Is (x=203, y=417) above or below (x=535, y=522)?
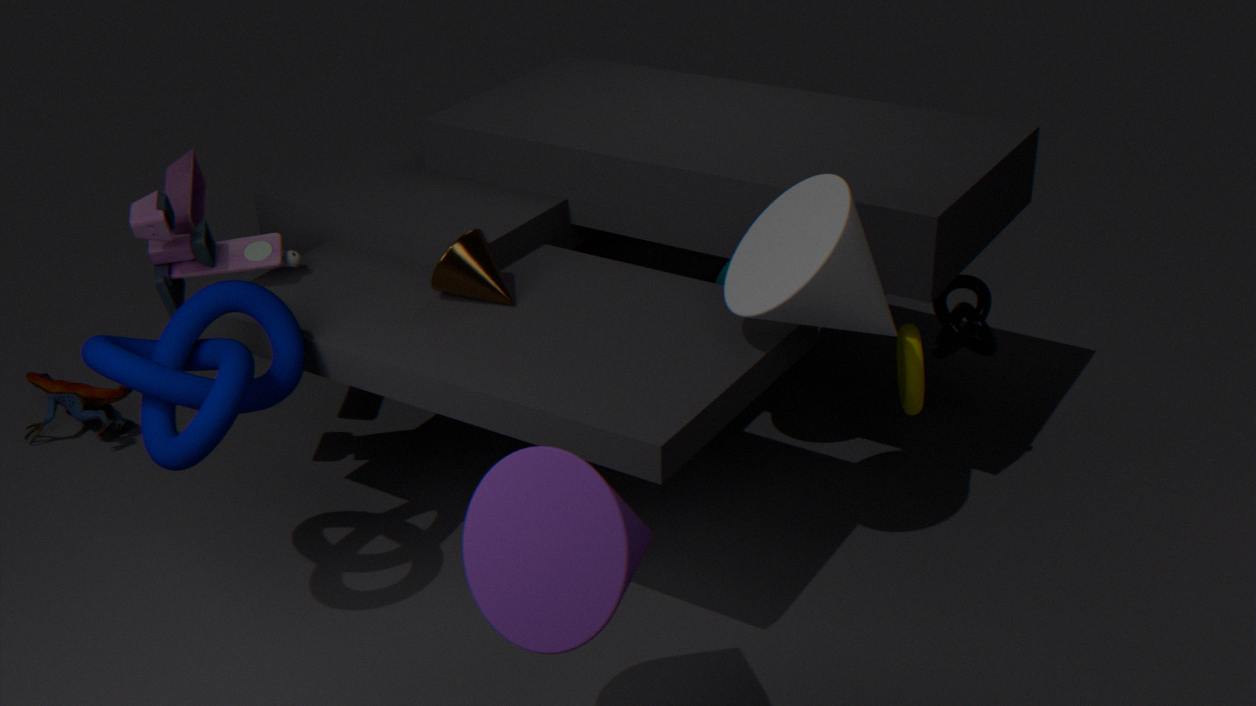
above
